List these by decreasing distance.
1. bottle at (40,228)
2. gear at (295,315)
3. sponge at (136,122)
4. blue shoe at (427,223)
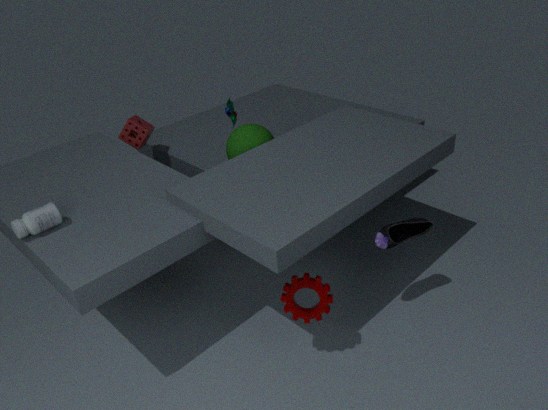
1. sponge at (136,122)
2. blue shoe at (427,223)
3. bottle at (40,228)
4. gear at (295,315)
